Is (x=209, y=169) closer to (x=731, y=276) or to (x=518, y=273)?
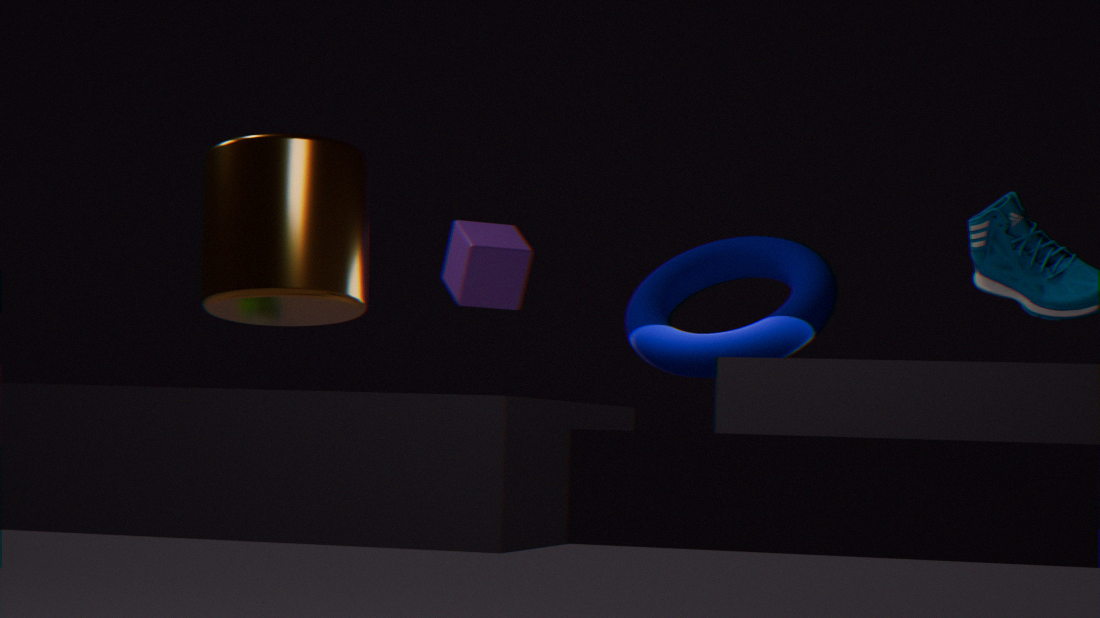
(x=518, y=273)
